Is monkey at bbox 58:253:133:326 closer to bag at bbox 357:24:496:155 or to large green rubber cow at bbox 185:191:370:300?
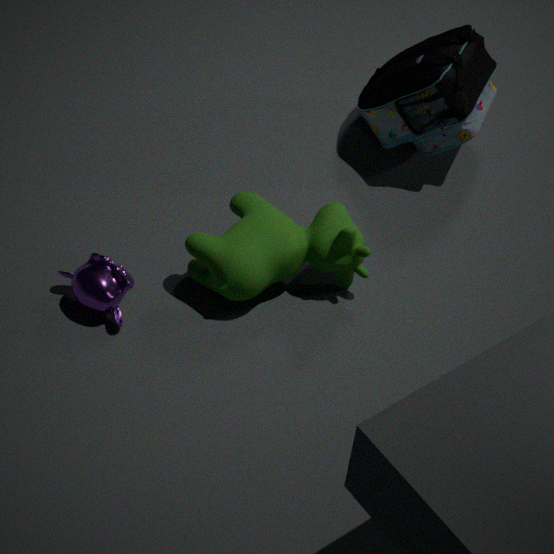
large green rubber cow at bbox 185:191:370:300
